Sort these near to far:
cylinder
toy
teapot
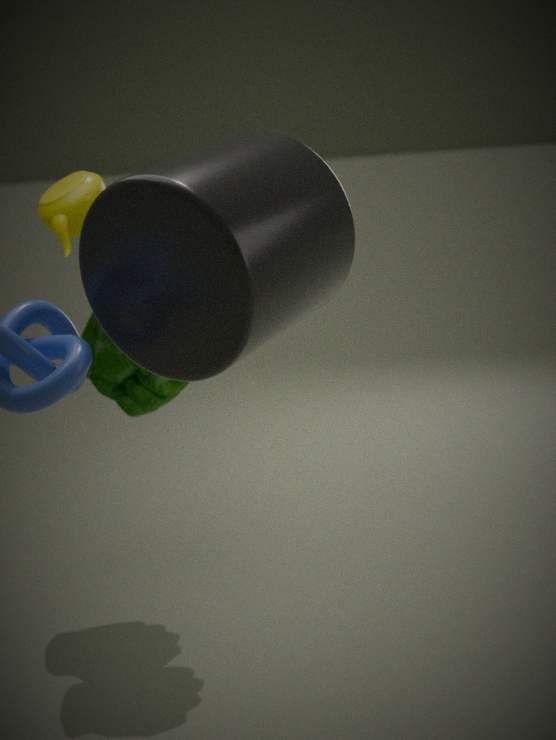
cylinder < teapot < toy
